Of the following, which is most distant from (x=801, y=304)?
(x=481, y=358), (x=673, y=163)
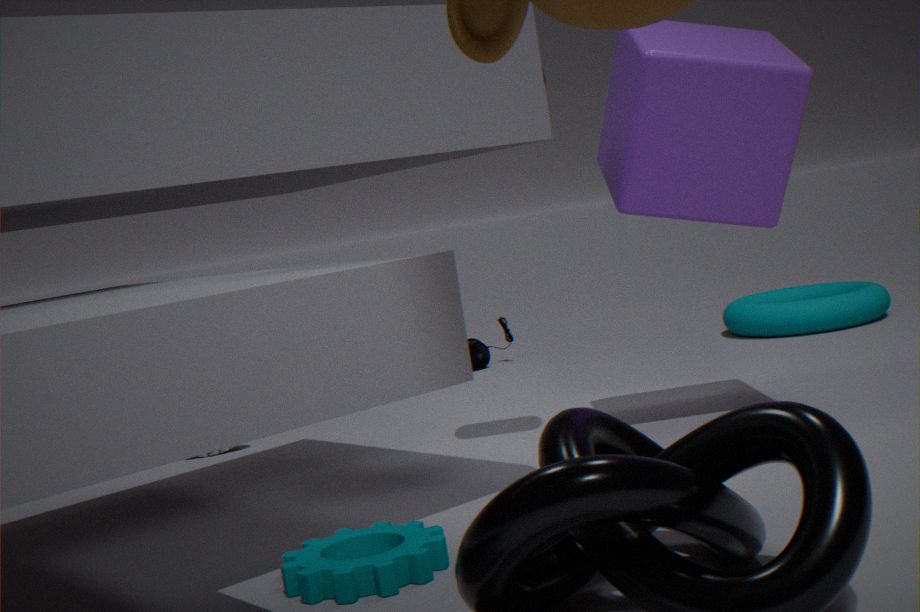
(x=673, y=163)
